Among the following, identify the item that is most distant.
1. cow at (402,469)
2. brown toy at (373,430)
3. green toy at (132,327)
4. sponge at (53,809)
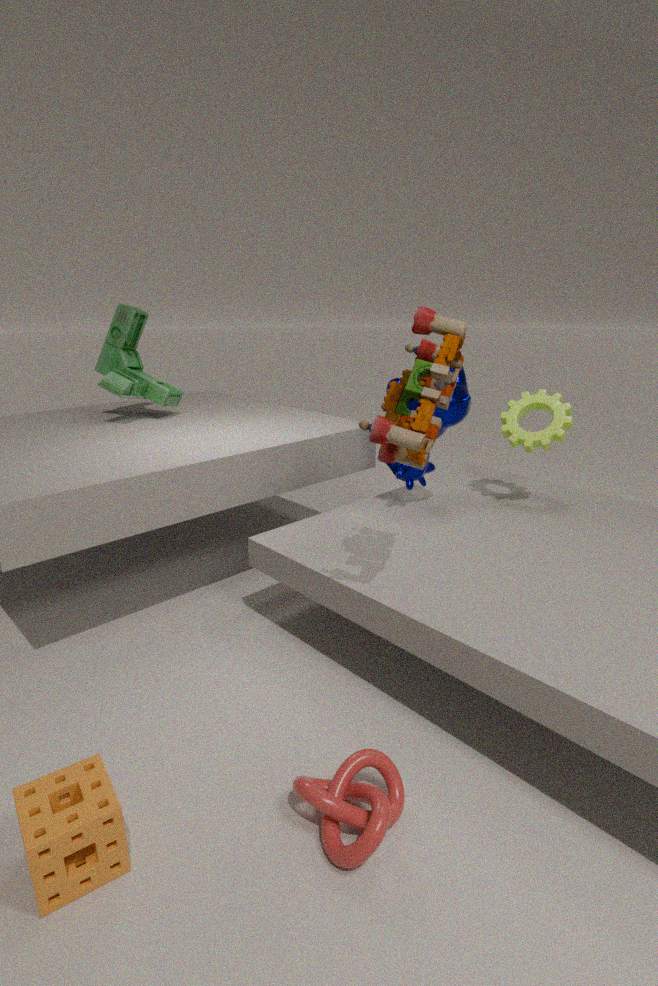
green toy at (132,327)
